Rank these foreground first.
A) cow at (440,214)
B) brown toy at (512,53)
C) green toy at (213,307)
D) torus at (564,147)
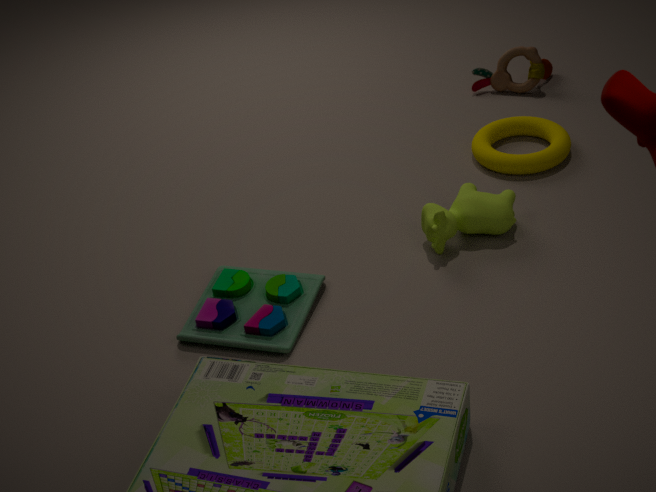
green toy at (213,307) → cow at (440,214) → torus at (564,147) → brown toy at (512,53)
